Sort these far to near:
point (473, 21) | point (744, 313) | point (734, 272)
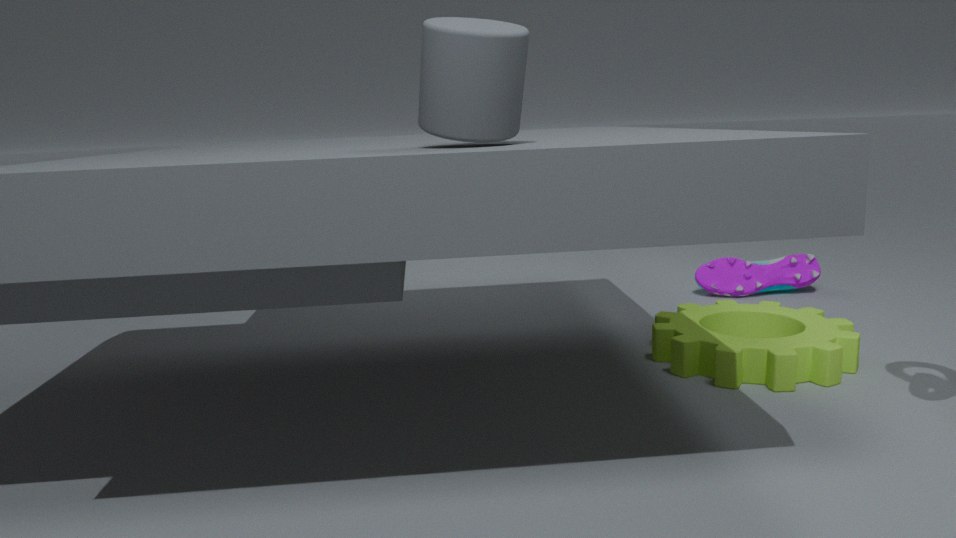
1. point (734, 272)
2. point (744, 313)
3. point (473, 21)
